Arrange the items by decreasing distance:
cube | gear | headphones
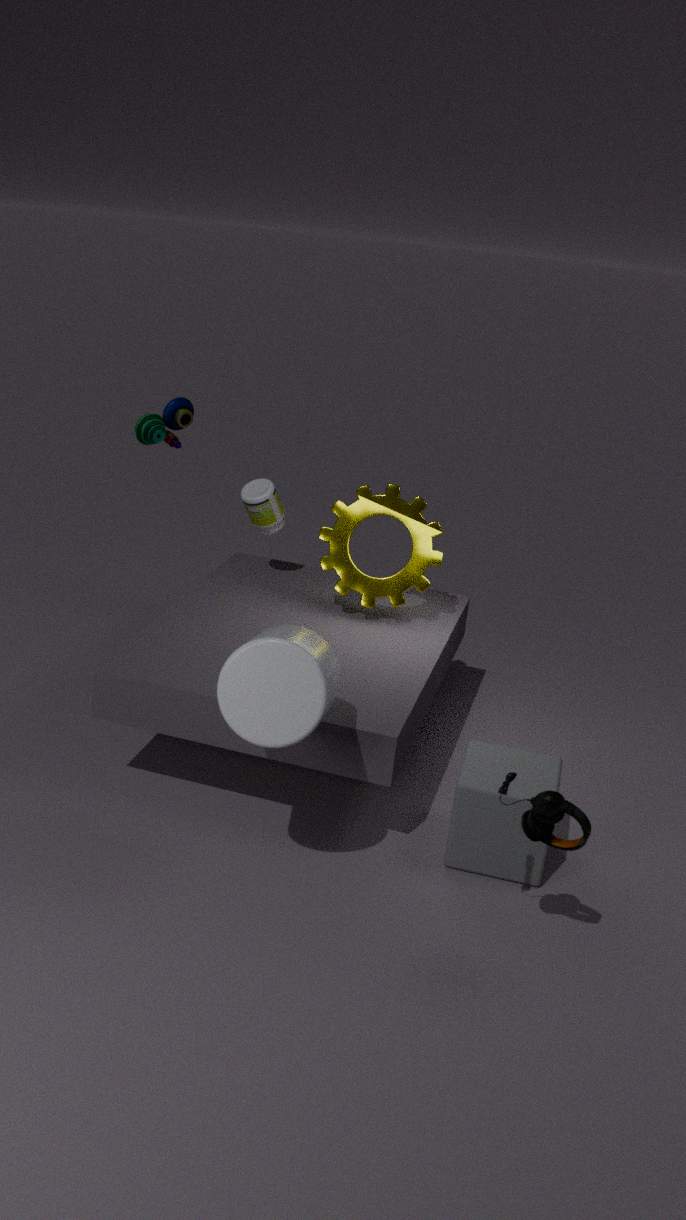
gear
cube
headphones
